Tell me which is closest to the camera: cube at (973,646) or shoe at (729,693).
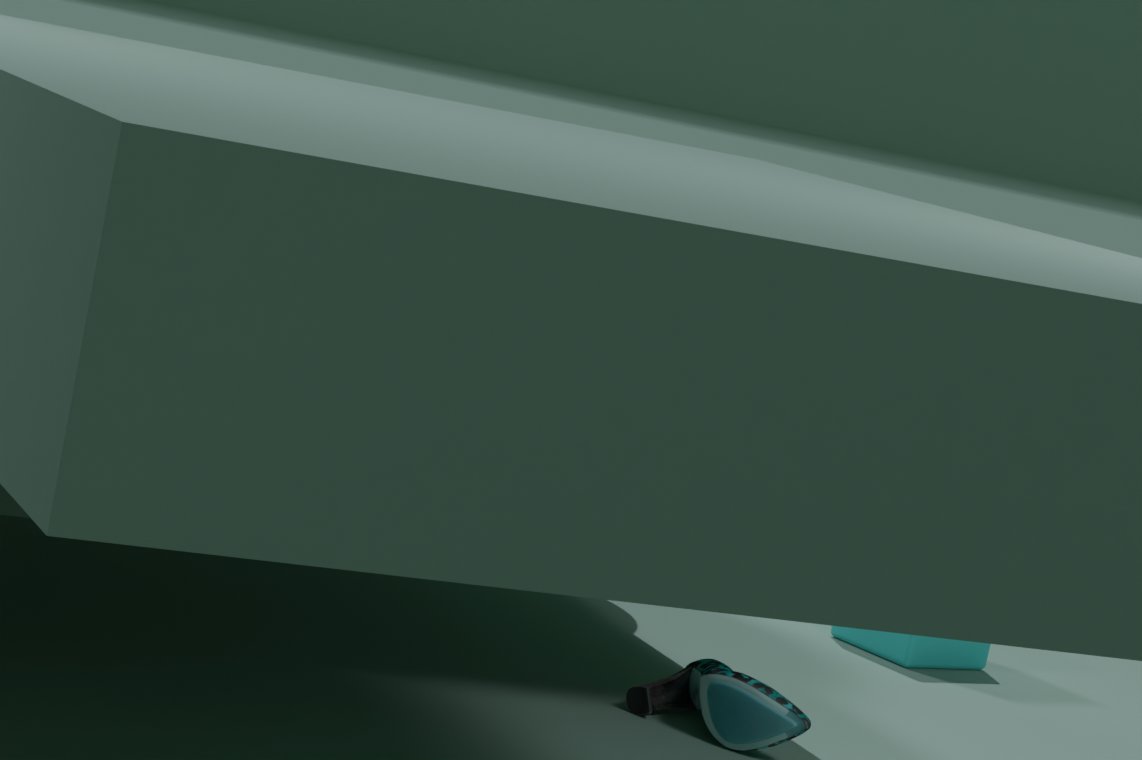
shoe at (729,693)
